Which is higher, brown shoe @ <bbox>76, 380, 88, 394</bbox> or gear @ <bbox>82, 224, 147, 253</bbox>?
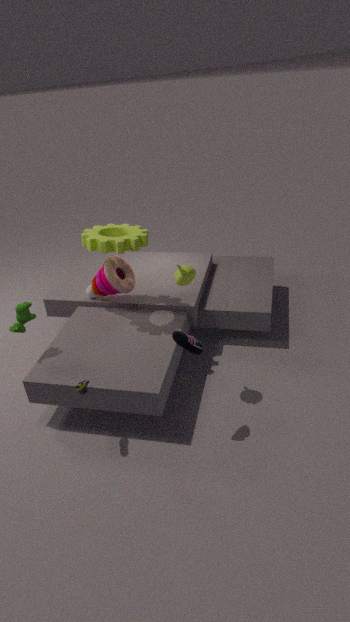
gear @ <bbox>82, 224, 147, 253</bbox>
